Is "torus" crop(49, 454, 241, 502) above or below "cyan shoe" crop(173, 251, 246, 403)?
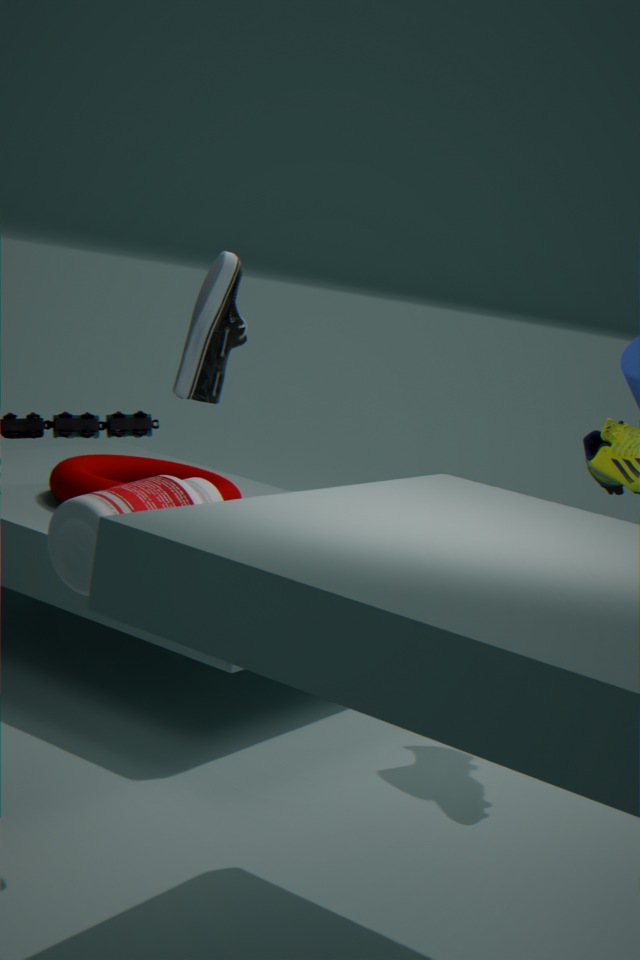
below
